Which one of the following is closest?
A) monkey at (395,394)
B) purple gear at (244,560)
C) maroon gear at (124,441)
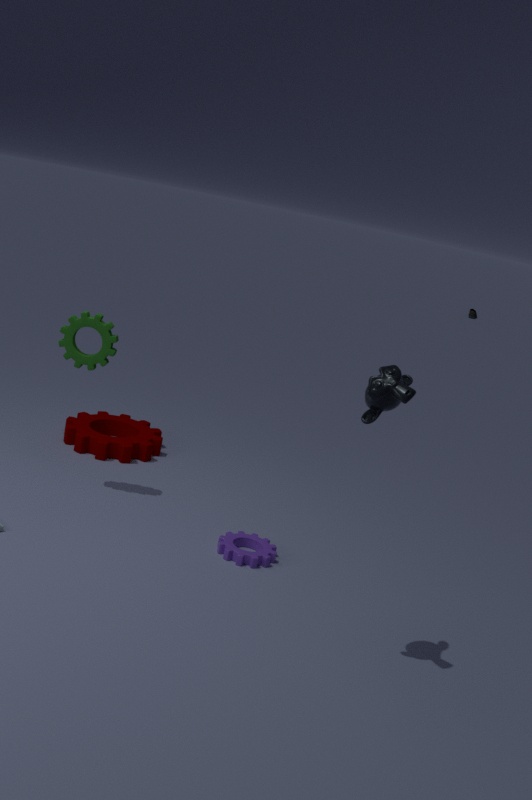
monkey at (395,394)
